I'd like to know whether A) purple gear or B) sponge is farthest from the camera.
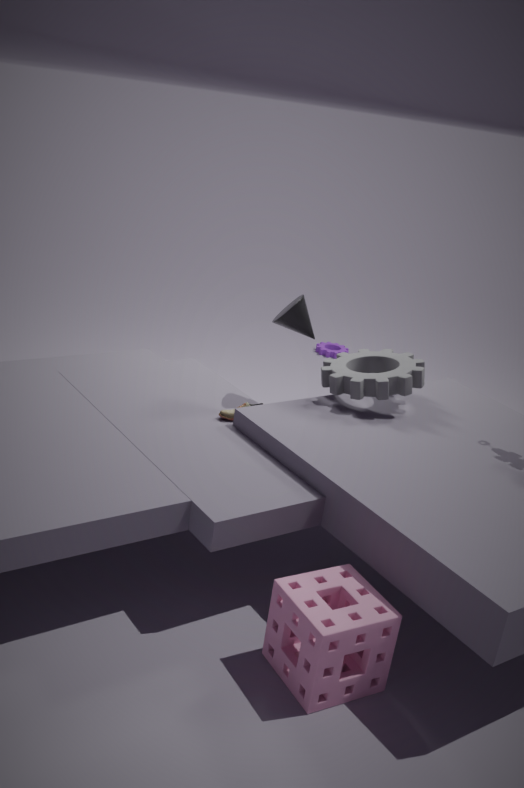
A. purple gear
